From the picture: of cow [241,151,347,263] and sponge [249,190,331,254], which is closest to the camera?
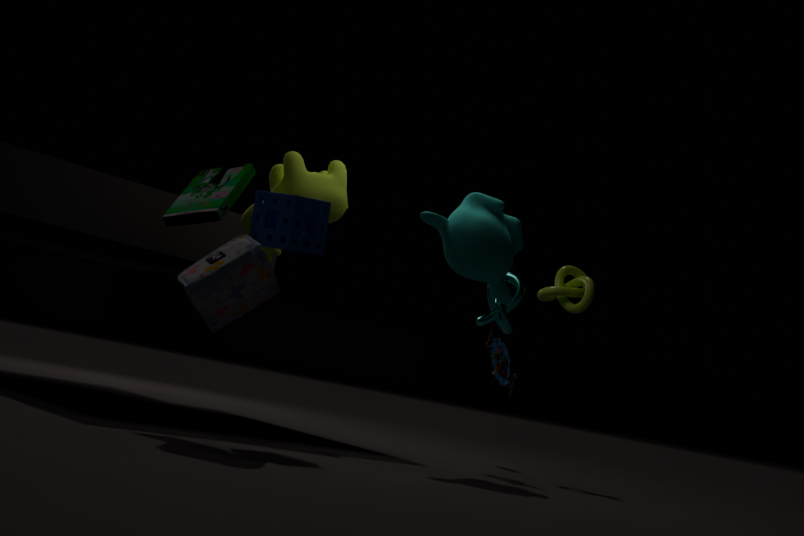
sponge [249,190,331,254]
